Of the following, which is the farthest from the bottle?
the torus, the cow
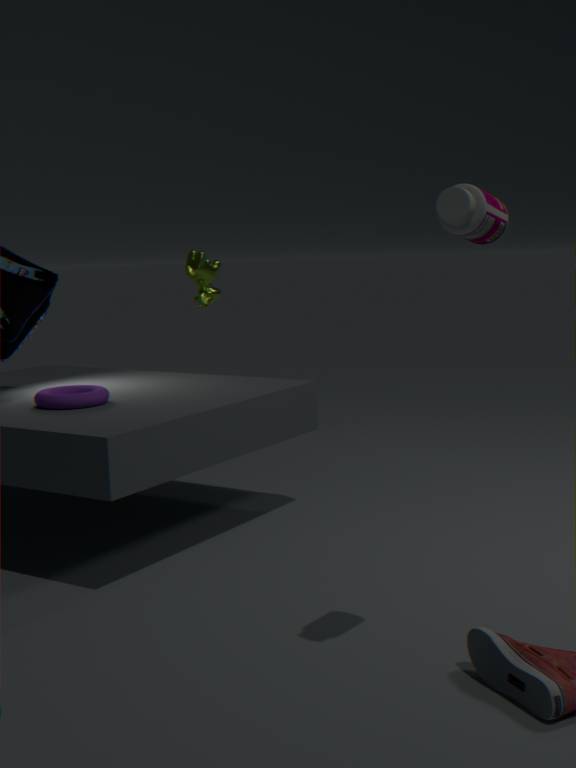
the cow
